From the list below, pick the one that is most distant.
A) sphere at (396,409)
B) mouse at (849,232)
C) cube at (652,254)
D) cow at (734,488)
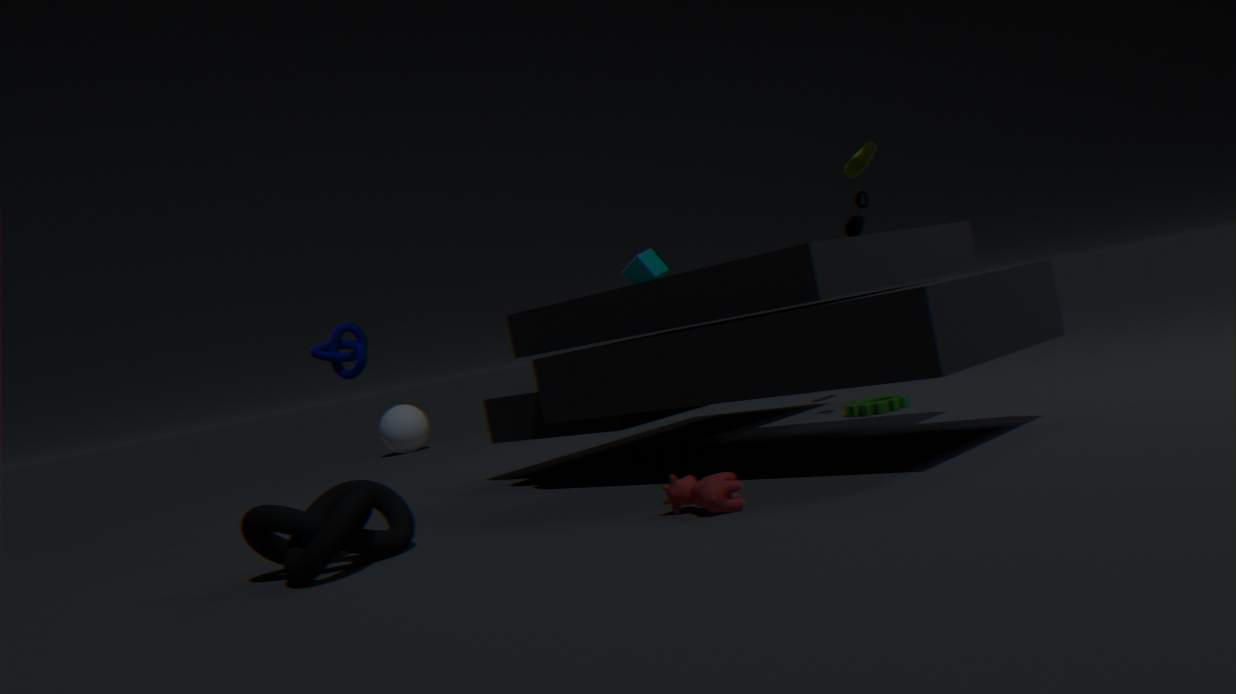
sphere at (396,409)
